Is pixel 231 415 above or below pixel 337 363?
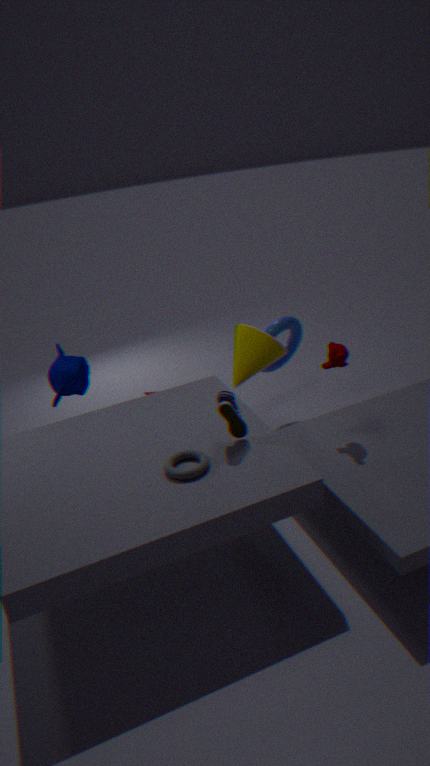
below
